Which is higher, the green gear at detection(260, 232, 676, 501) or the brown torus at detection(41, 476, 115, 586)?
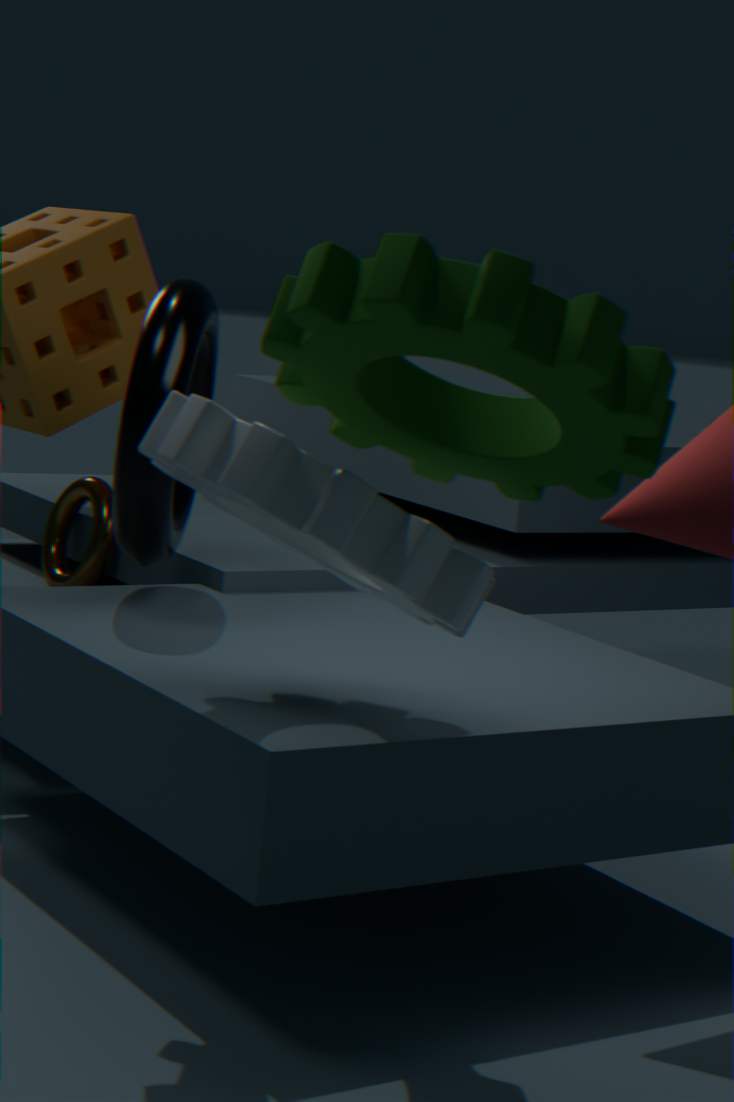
the green gear at detection(260, 232, 676, 501)
